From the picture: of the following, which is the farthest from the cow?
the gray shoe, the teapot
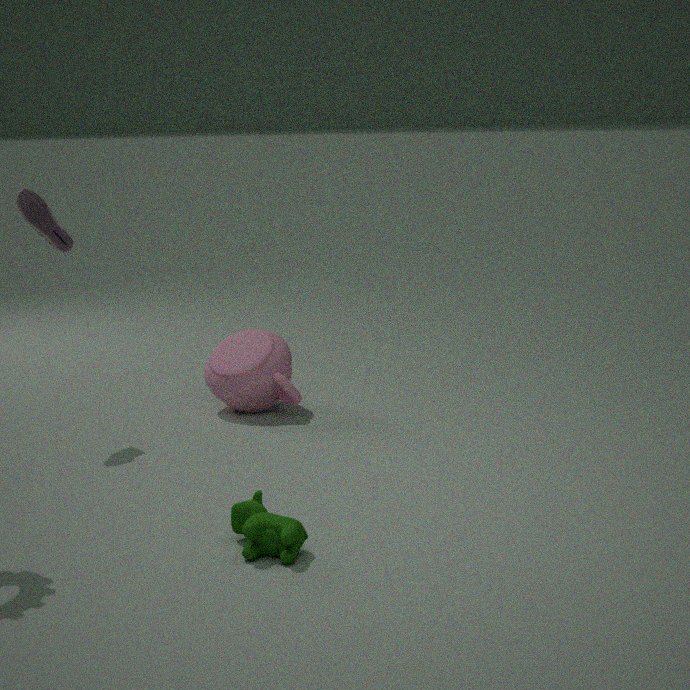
the gray shoe
